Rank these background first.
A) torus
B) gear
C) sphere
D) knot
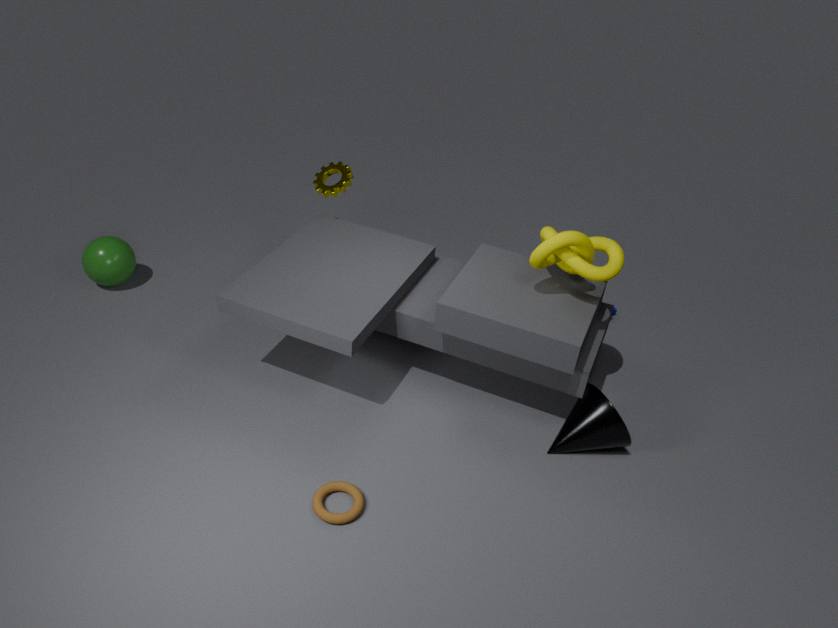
1. sphere
2. gear
3. knot
4. torus
